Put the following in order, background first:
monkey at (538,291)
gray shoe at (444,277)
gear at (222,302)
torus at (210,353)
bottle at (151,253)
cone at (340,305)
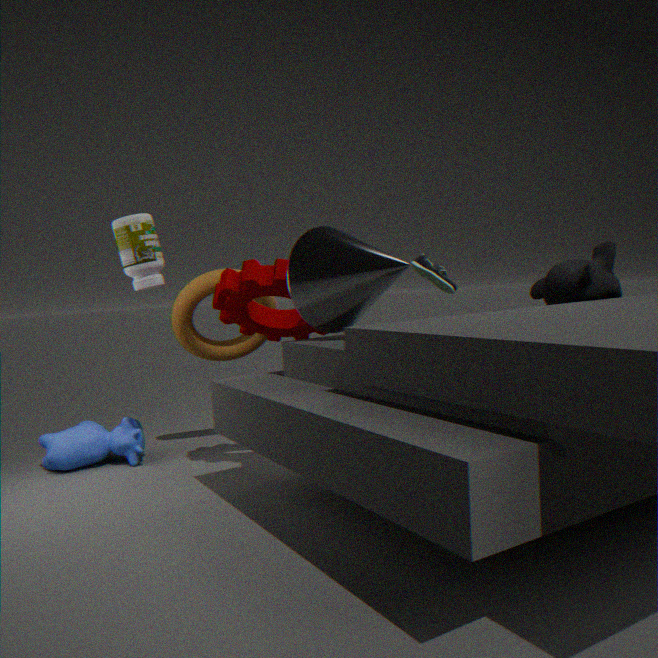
1. gray shoe at (444,277)
2. torus at (210,353)
3. monkey at (538,291)
4. bottle at (151,253)
5. gear at (222,302)
6. cone at (340,305)
